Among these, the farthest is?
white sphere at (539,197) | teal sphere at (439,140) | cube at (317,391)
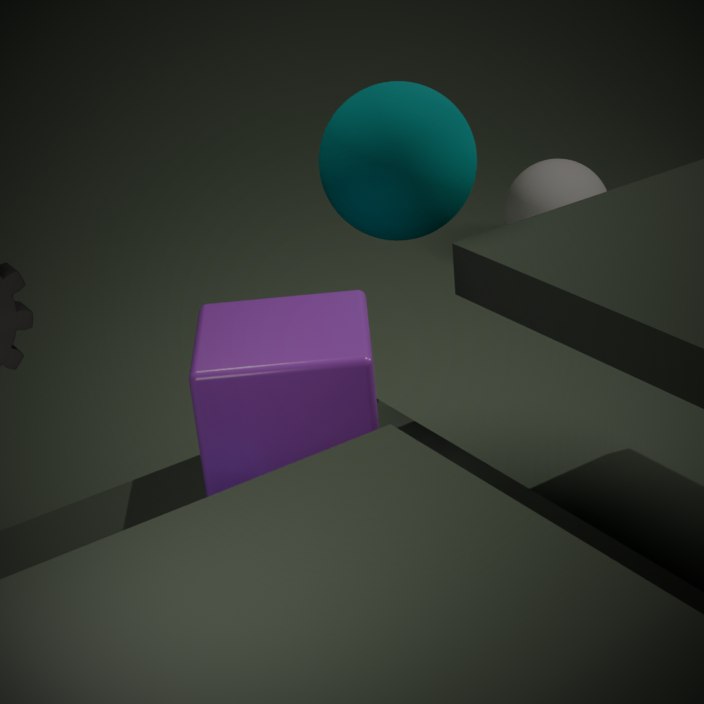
white sphere at (539,197)
